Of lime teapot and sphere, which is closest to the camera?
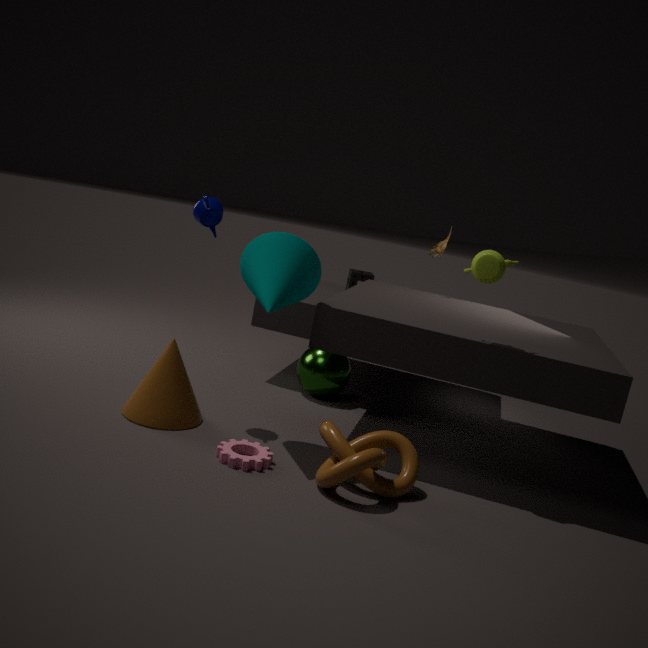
lime teapot
